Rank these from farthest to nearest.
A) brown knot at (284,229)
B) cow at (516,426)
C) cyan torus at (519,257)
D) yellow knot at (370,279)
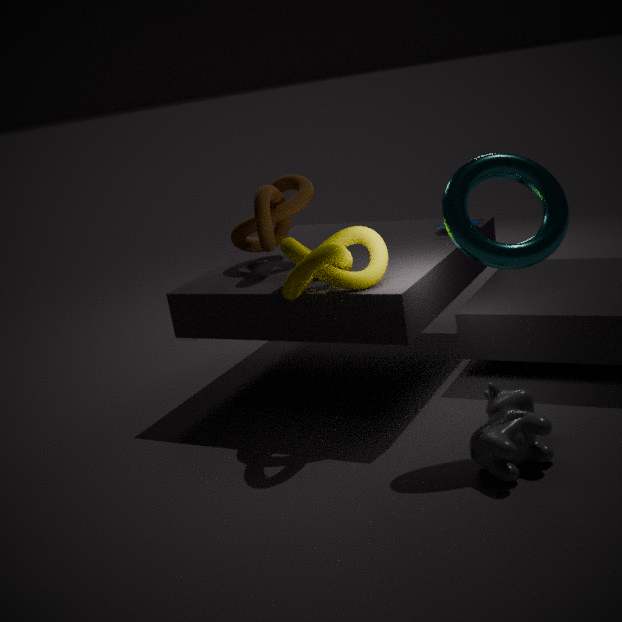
brown knot at (284,229), yellow knot at (370,279), cyan torus at (519,257), cow at (516,426)
